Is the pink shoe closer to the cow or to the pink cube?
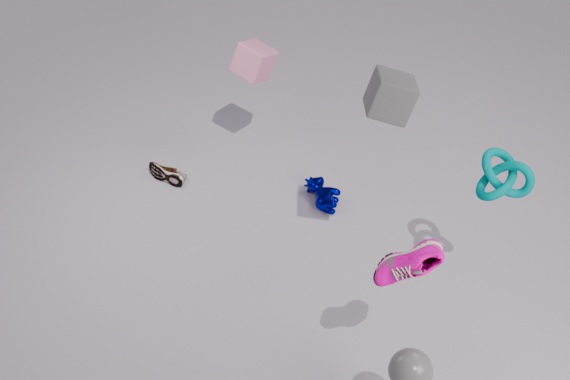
the cow
